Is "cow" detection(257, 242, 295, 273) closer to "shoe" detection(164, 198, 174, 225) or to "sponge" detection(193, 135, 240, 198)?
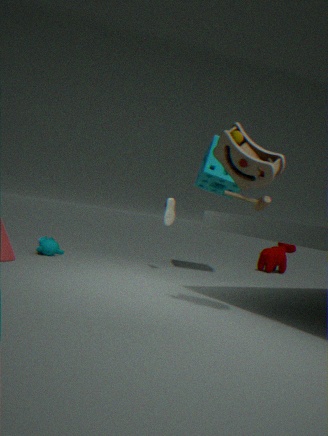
"sponge" detection(193, 135, 240, 198)
